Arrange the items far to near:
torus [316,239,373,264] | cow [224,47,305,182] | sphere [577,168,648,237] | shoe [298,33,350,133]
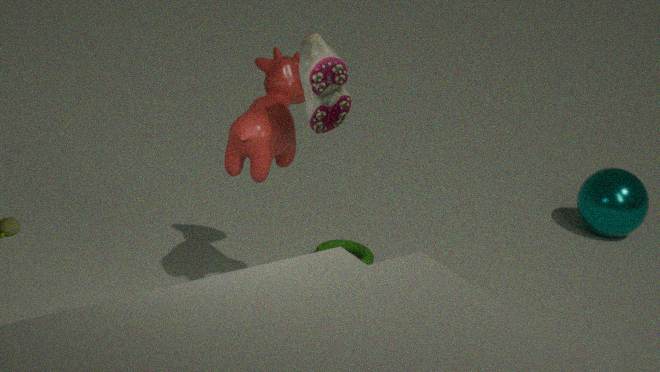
sphere [577,168,648,237]
torus [316,239,373,264]
cow [224,47,305,182]
shoe [298,33,350,133]
